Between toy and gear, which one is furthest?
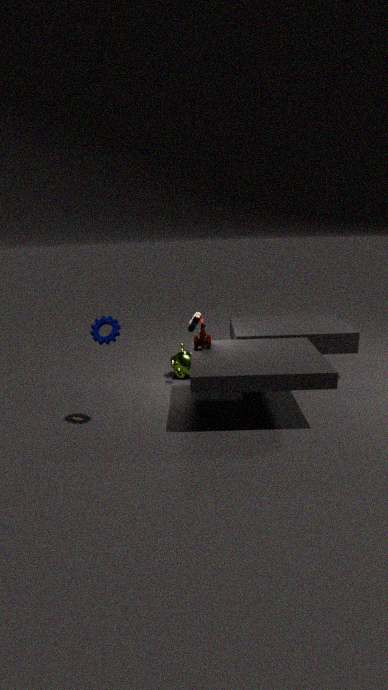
toy
